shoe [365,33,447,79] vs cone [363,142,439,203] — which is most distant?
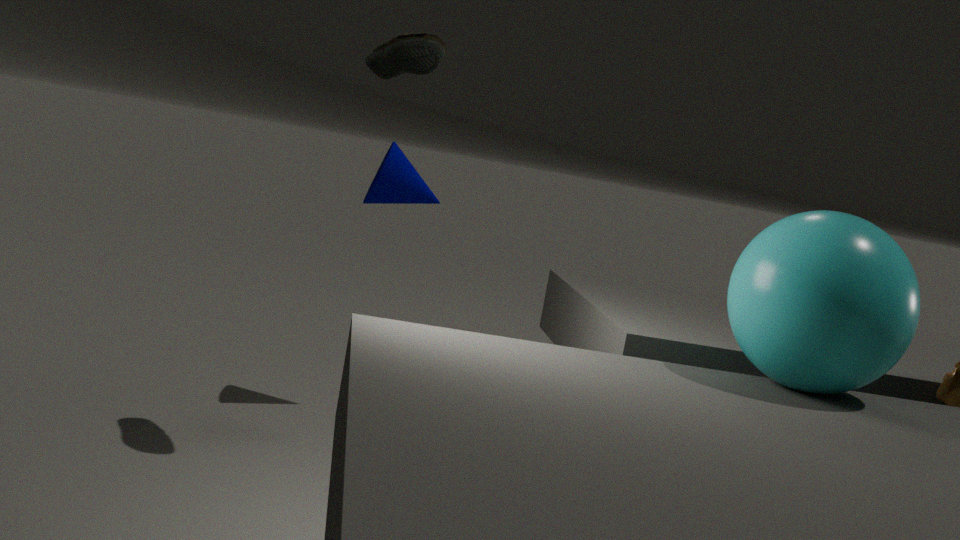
cone [363,142,439,203]
